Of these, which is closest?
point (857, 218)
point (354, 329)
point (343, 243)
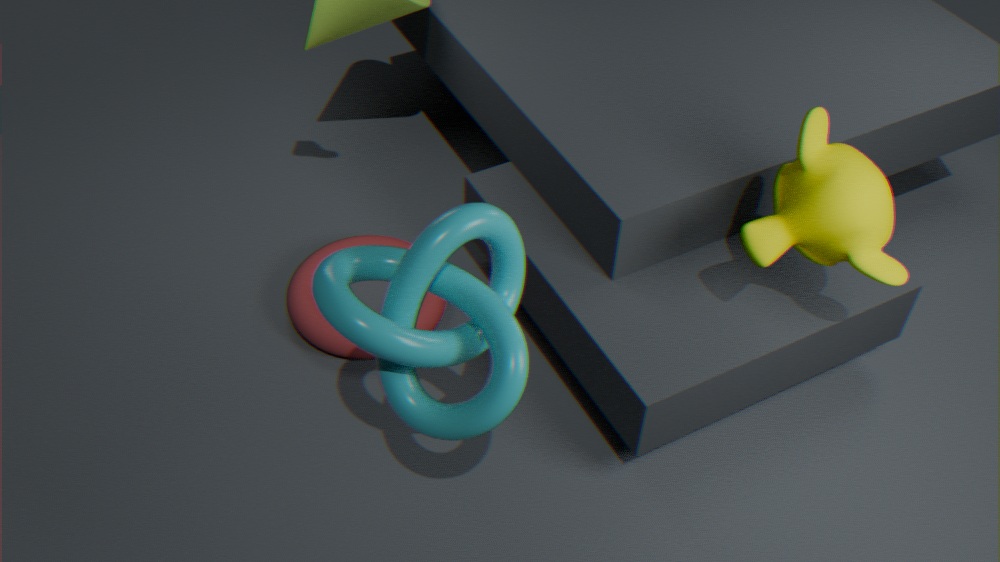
point (354, 329)
